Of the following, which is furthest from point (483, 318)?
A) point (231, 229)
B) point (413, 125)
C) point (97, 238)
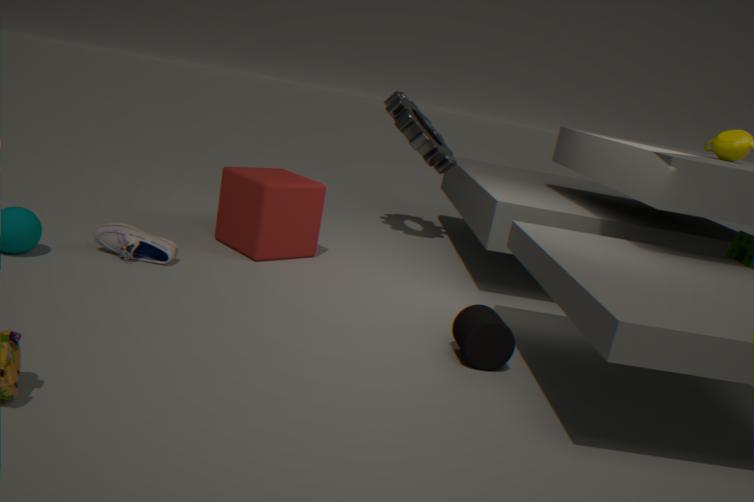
point (413, 125)
